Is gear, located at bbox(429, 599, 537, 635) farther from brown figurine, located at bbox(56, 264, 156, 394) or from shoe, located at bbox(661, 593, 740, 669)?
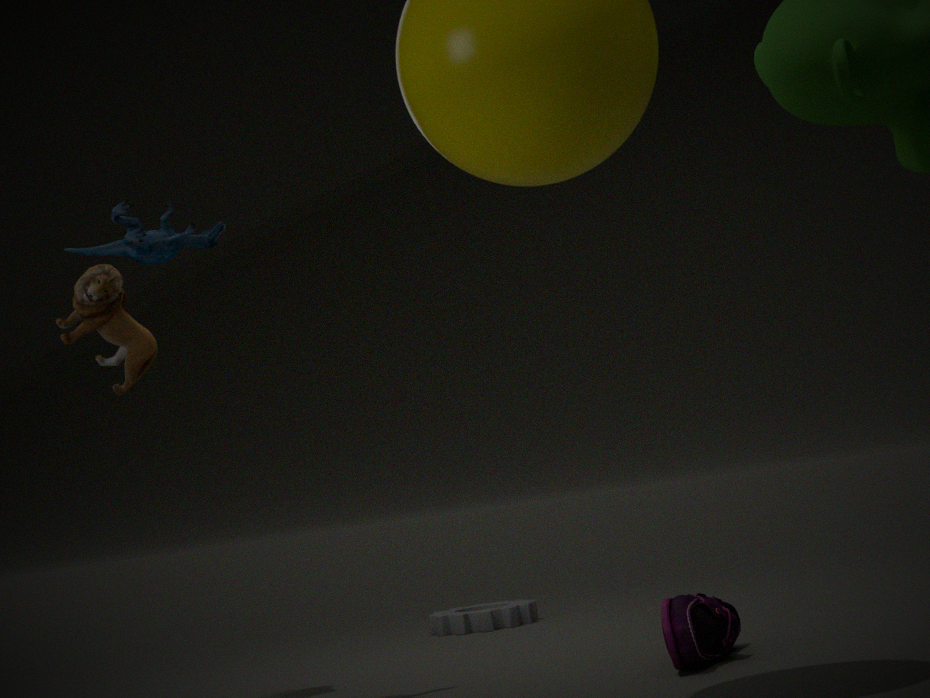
brown figurine, located at bbox(56, 264, 156, 394)
